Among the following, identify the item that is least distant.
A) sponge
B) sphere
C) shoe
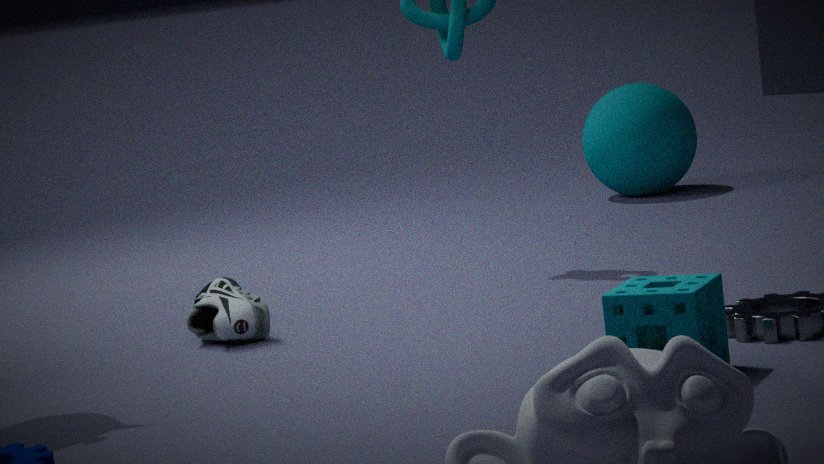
sponge
